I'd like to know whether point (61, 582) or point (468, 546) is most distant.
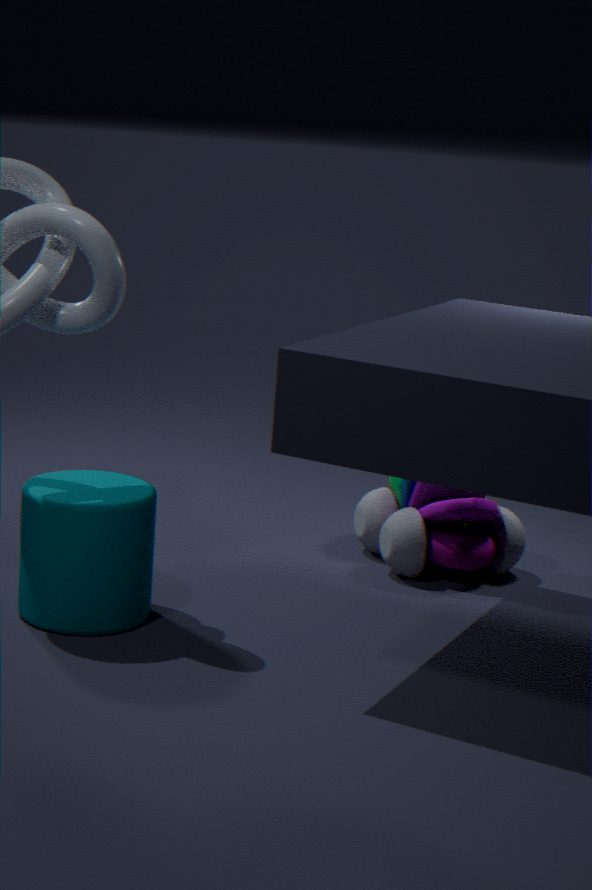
point (468, 546)
